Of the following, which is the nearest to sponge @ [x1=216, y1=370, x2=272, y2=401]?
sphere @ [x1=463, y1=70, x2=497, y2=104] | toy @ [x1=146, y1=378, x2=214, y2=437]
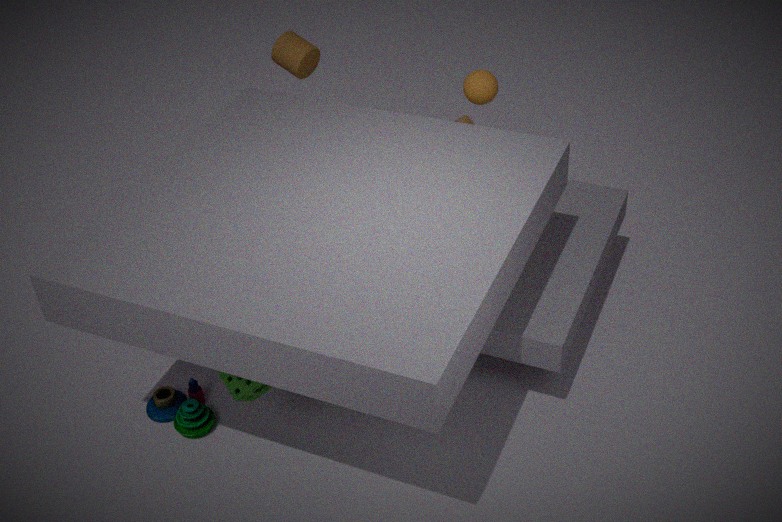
toy @ [x1=146, y1=378, x2=214, y2=437]
